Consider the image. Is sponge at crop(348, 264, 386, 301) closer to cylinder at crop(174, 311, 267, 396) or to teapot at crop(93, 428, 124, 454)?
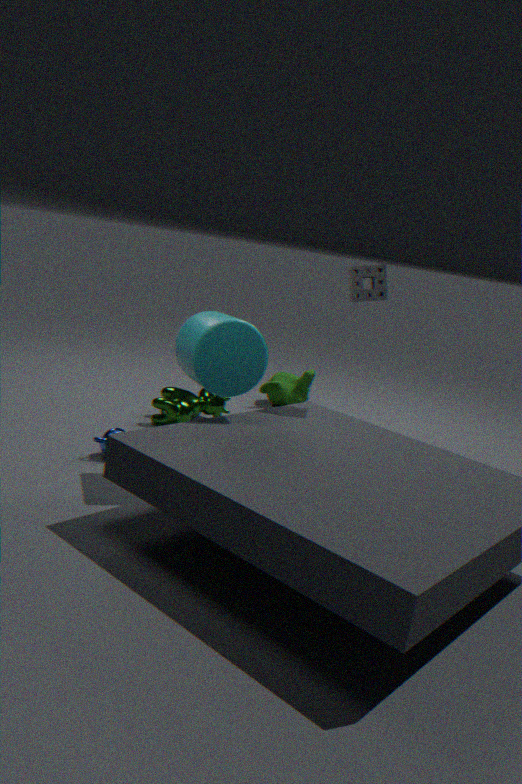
cylinder at crop(174, 311, 267, 396)
